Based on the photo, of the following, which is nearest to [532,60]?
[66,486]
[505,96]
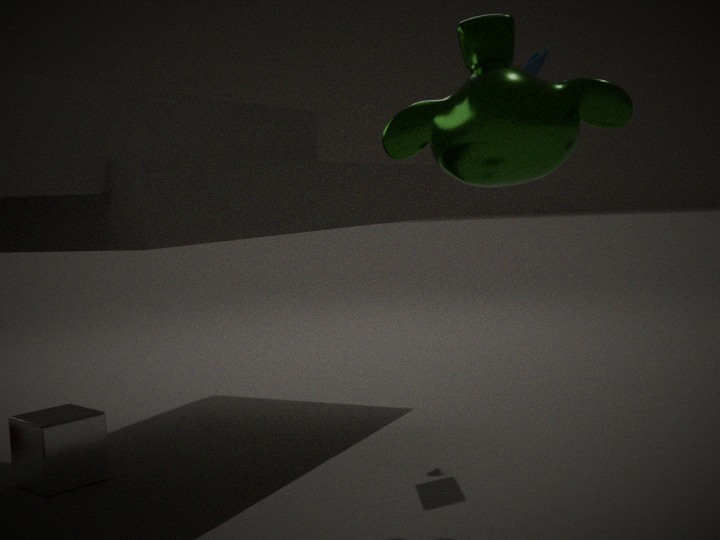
[505,96]
